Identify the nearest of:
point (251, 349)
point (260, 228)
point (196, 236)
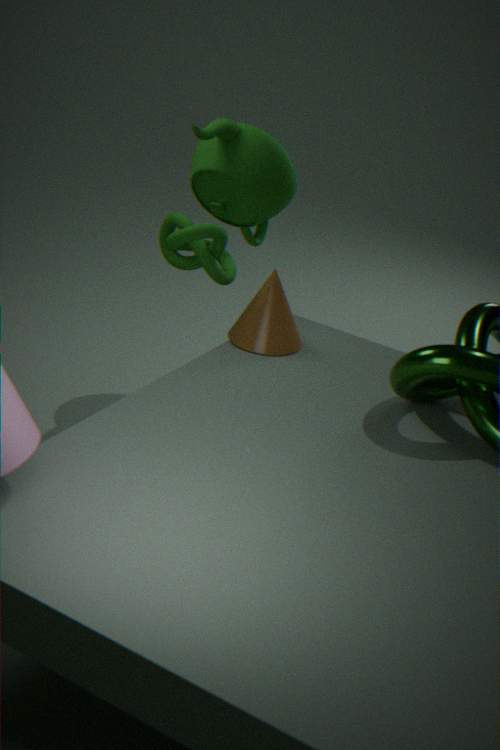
point (196, 236)
